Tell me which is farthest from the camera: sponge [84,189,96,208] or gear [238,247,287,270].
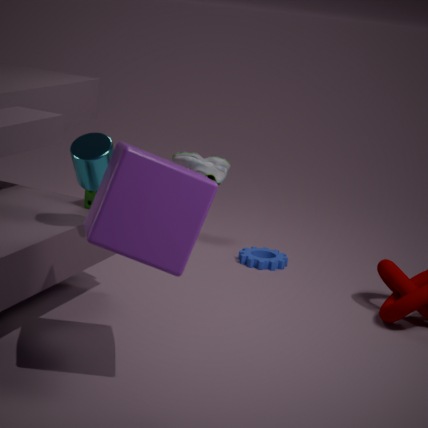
gear [238,247,287,270]
